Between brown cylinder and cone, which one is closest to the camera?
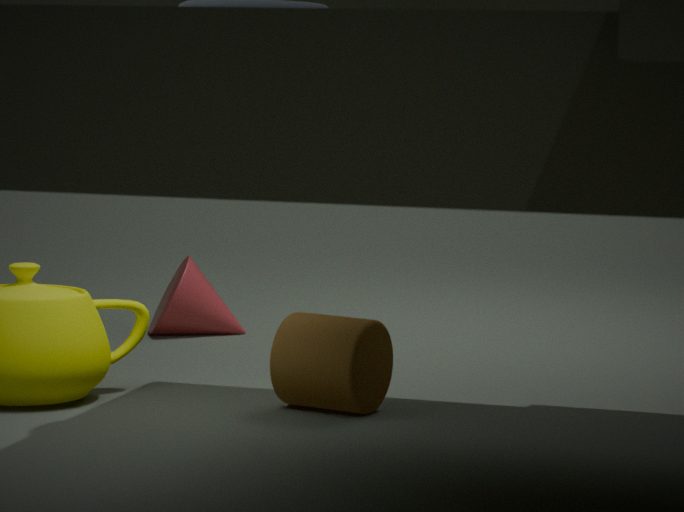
brown cylinder
